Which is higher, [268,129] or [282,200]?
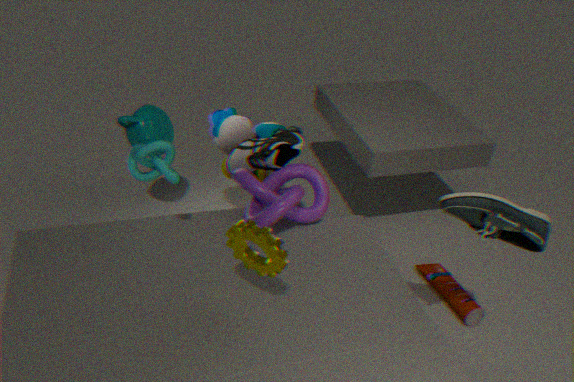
[282,200]
